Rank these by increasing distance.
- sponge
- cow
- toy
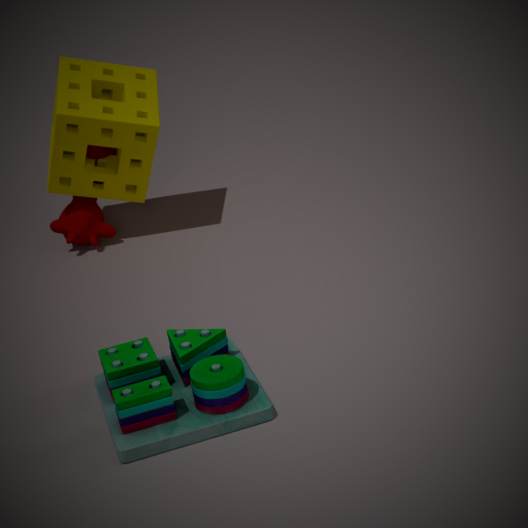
toy, sponge, cow
